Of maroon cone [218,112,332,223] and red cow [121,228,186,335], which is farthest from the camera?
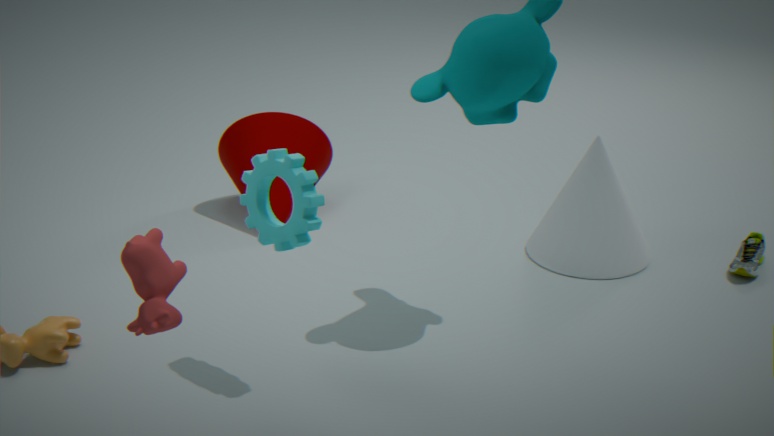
maroon cone [218,112,332,223]
